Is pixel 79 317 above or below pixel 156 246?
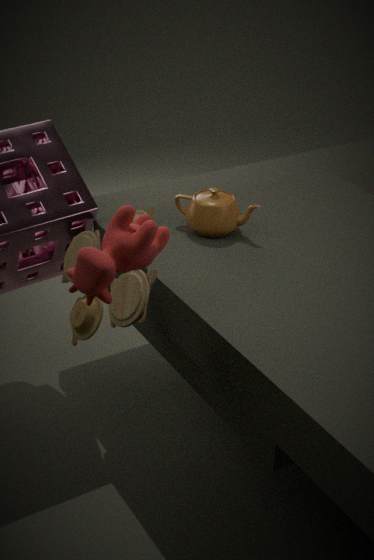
below
